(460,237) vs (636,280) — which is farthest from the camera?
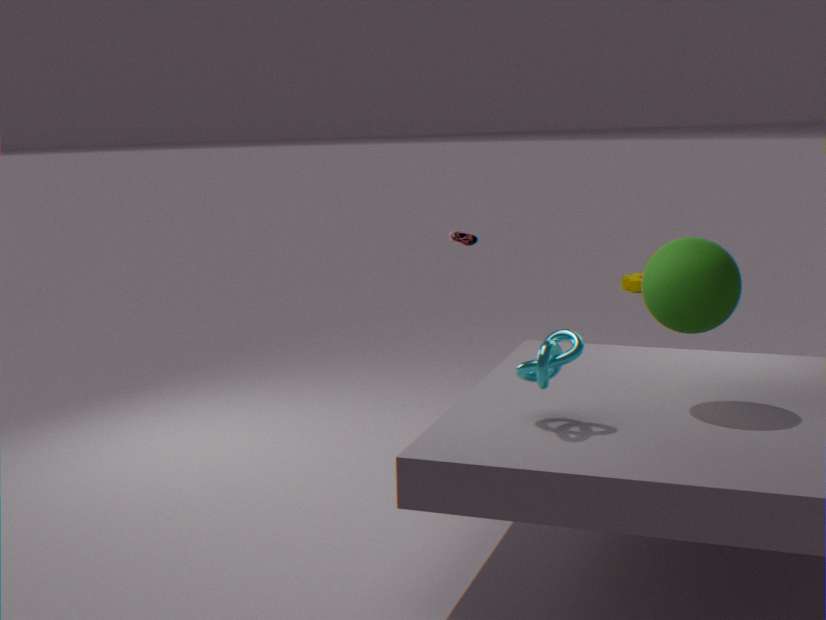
(636,280)
